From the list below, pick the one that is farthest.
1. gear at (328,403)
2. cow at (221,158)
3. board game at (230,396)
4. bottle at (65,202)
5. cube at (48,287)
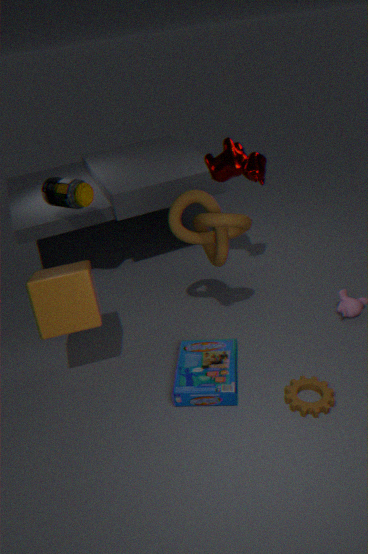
bottle at (65,202)
